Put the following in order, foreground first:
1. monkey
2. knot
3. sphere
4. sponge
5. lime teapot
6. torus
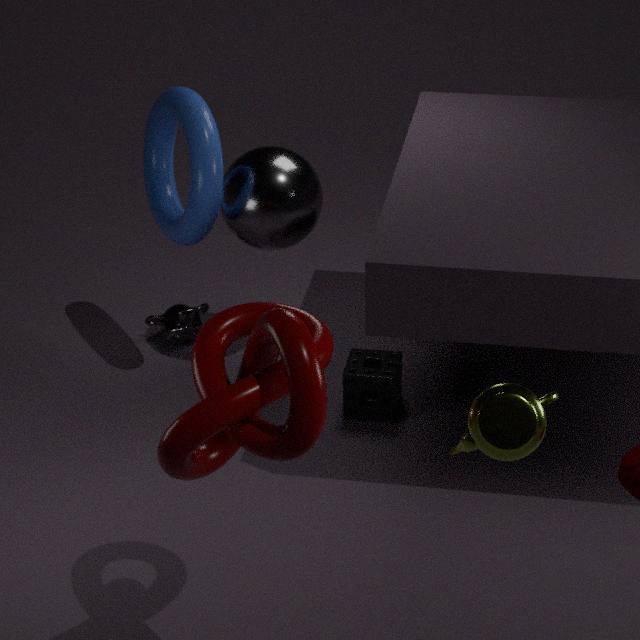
lime teapot
knot
torus
sphere
sponge
monkey
